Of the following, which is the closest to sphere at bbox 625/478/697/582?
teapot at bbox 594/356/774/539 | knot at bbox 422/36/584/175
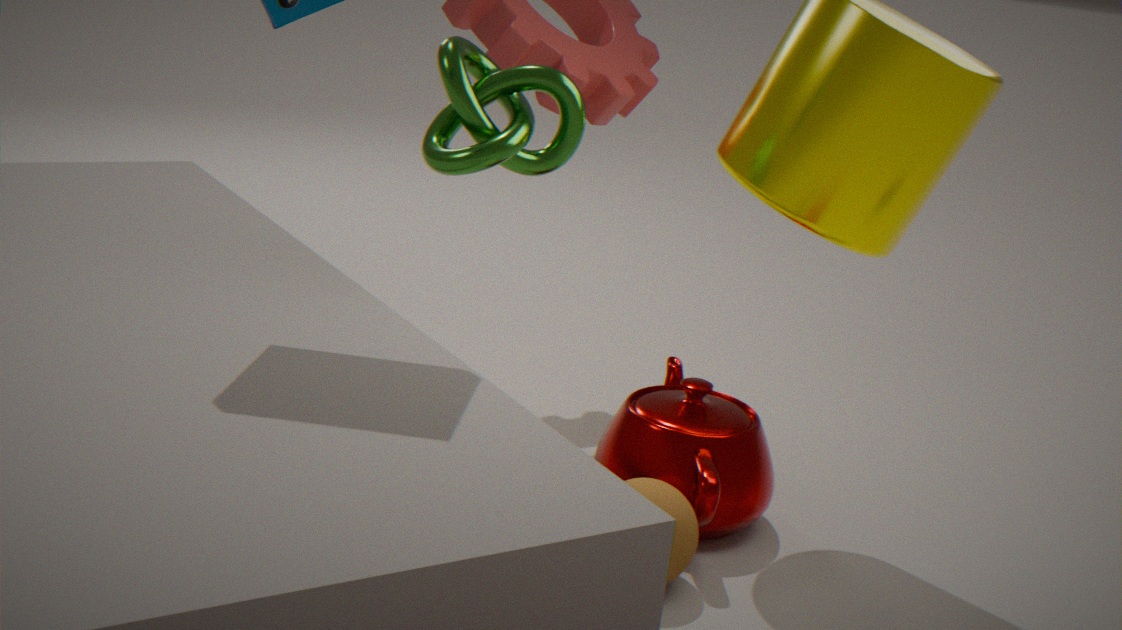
teapot at bbox 594/356/774/539
